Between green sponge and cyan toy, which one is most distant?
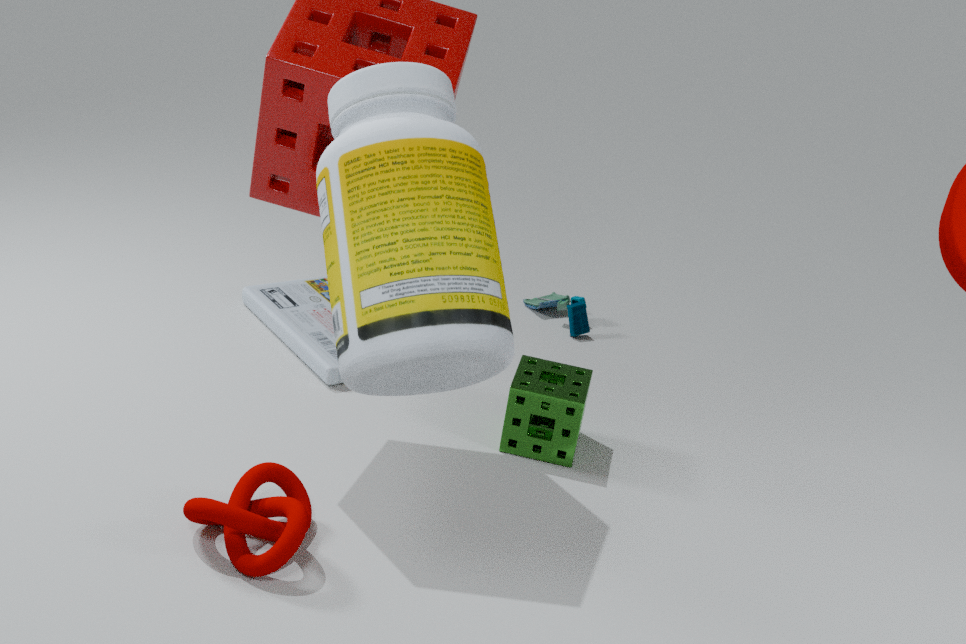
cyan toy
